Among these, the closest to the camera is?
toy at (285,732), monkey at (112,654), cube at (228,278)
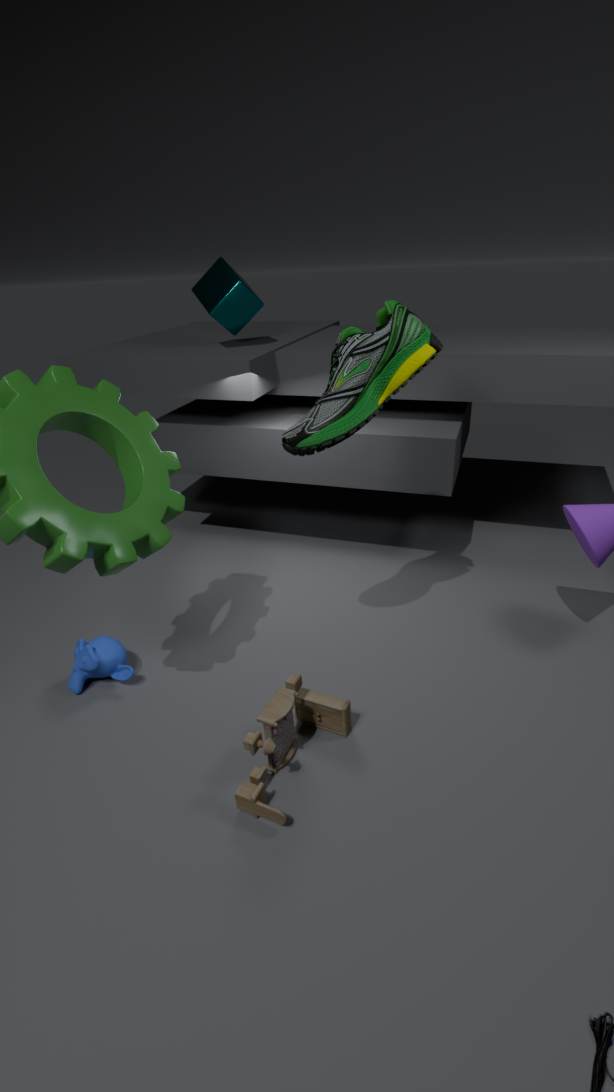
toy at (285,732)
